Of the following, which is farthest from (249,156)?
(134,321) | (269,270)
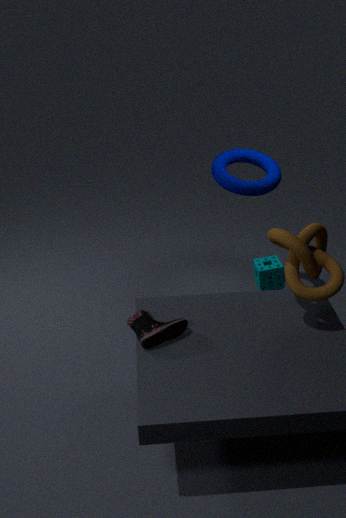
(134,321)
